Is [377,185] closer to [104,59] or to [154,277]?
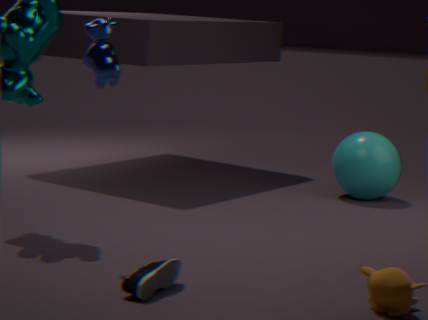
[104,59]
